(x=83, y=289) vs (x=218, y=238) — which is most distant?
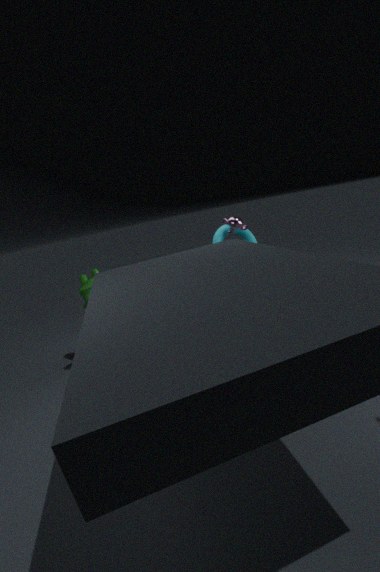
(x=218, y=238)
